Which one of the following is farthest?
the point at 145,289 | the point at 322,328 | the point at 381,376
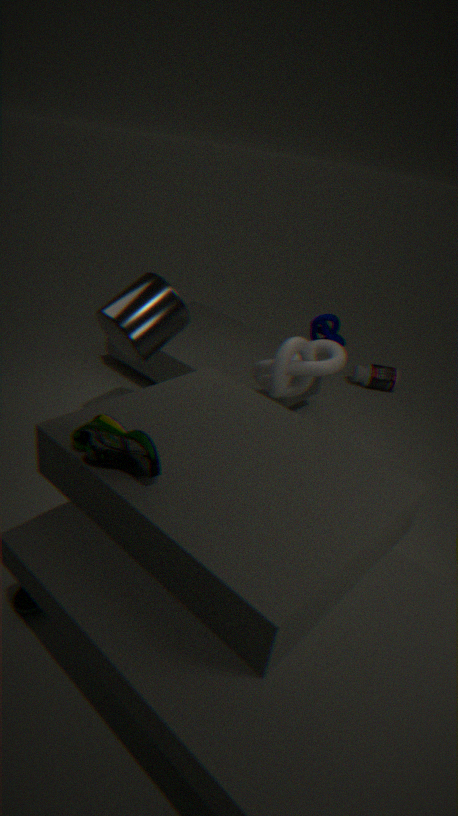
the point at 381,376
